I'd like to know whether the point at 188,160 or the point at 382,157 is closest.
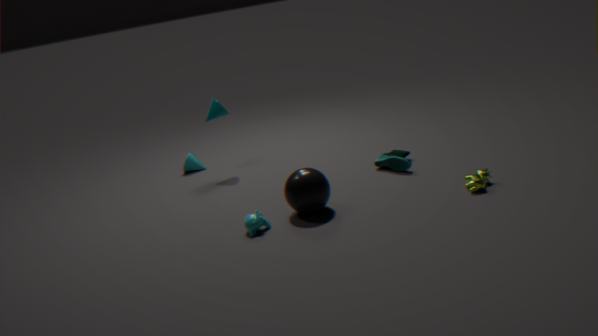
the point at 382,157
